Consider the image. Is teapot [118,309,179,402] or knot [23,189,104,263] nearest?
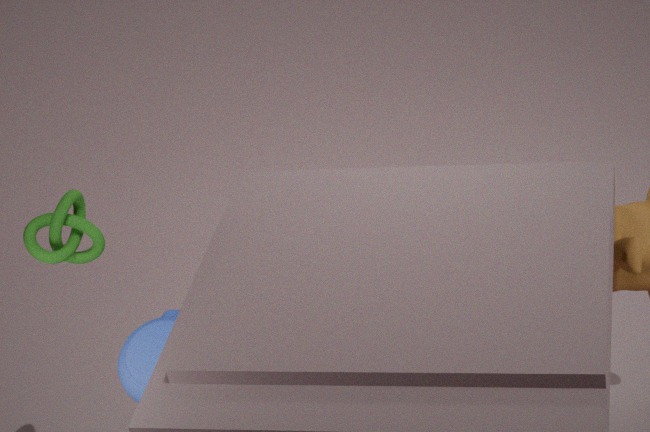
knot [23,189,104,263]
